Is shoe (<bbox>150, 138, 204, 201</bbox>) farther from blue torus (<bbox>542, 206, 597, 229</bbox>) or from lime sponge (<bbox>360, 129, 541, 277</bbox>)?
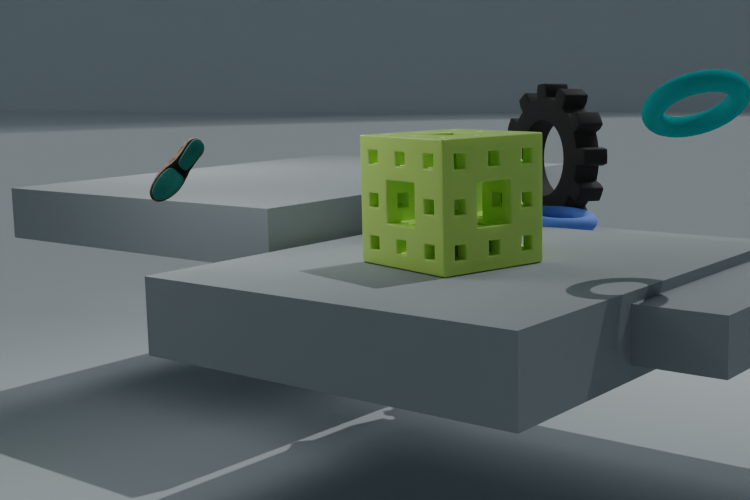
blue torus (<bbox>542, 206, 597, 229</bbox>)
